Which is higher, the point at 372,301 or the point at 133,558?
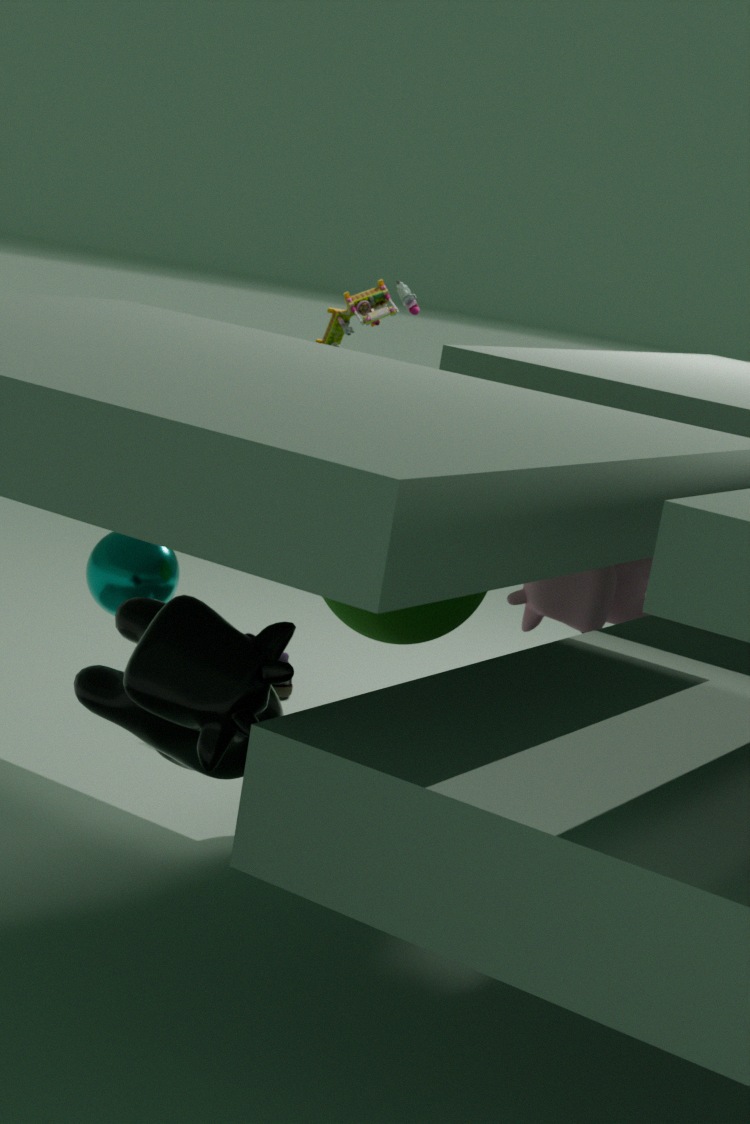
the point at 372,301
